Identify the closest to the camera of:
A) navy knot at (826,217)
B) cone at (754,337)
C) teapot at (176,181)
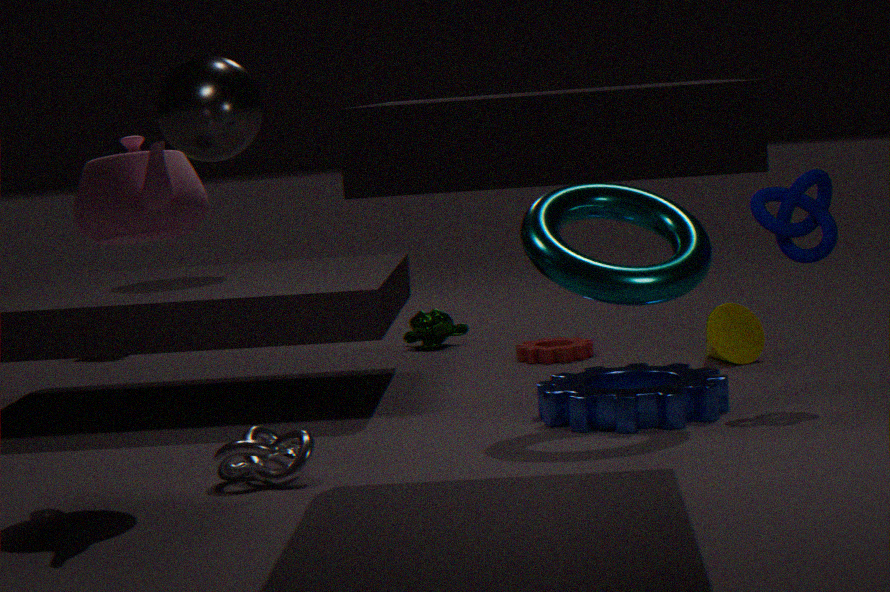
teapot at (176,181)
